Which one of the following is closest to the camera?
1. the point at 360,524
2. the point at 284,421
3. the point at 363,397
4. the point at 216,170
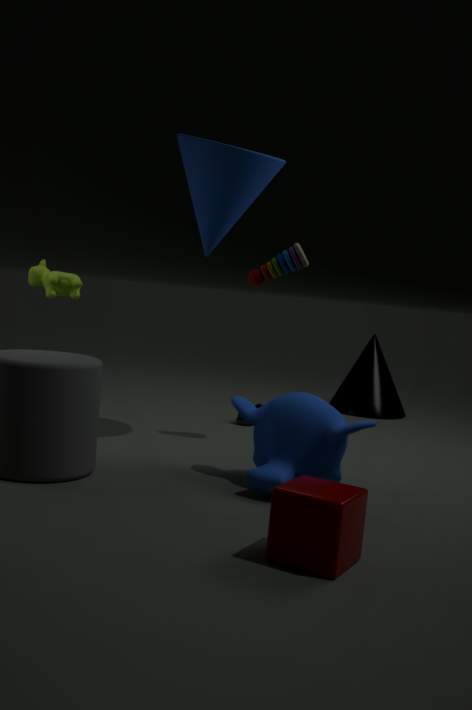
the point at 360,524
